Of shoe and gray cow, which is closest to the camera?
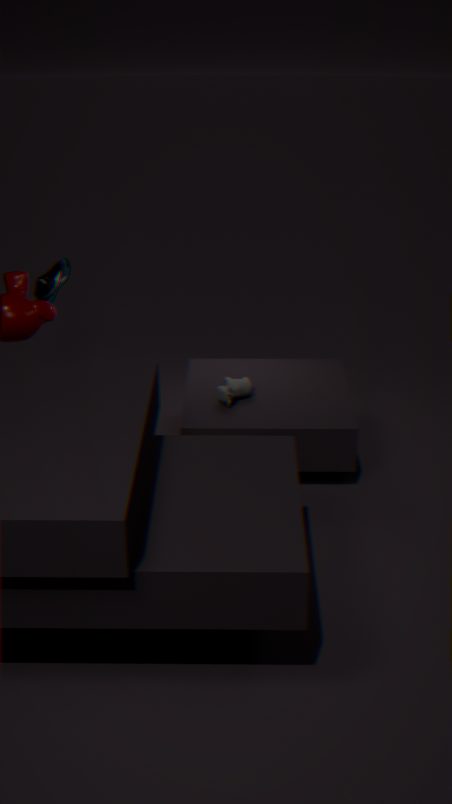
gray cow
